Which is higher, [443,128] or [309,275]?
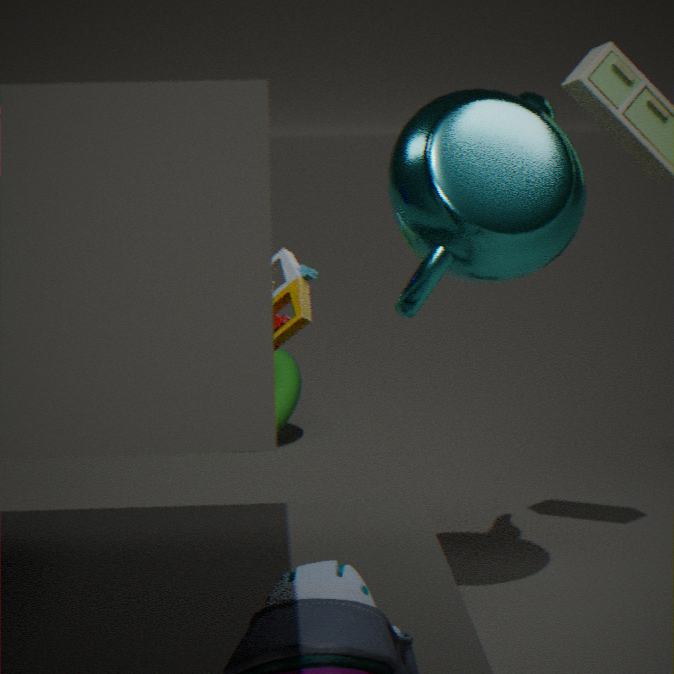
[443,128]
